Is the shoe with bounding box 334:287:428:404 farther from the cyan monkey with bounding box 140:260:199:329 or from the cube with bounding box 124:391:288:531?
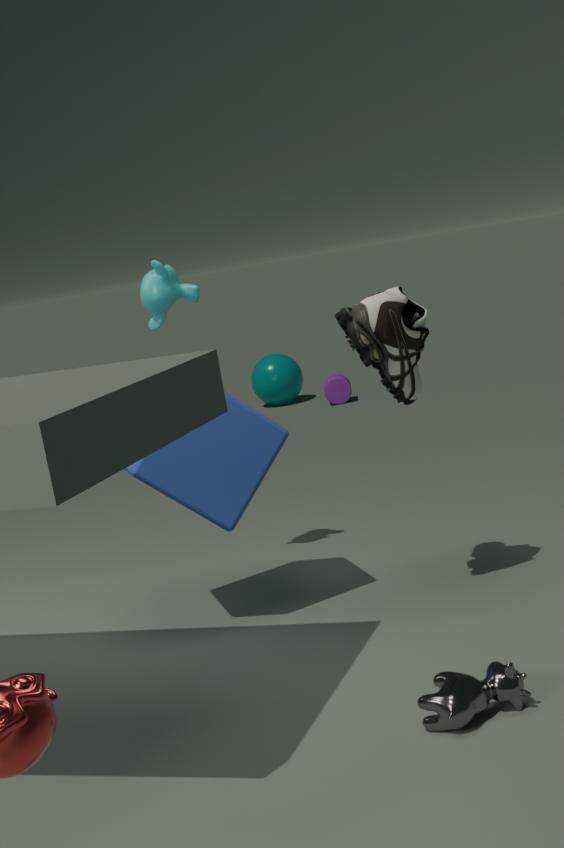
the cyan monkey with bounding box 140:260:199:329
